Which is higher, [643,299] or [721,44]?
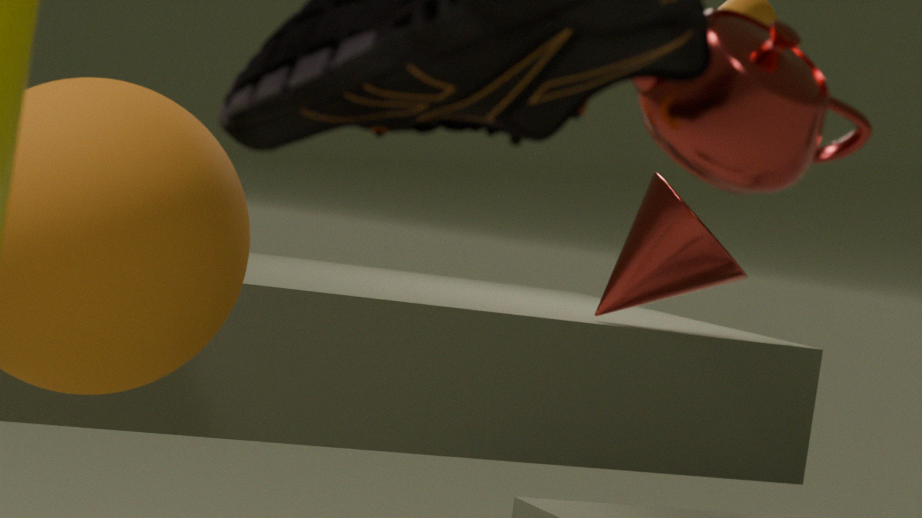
[721,44]
